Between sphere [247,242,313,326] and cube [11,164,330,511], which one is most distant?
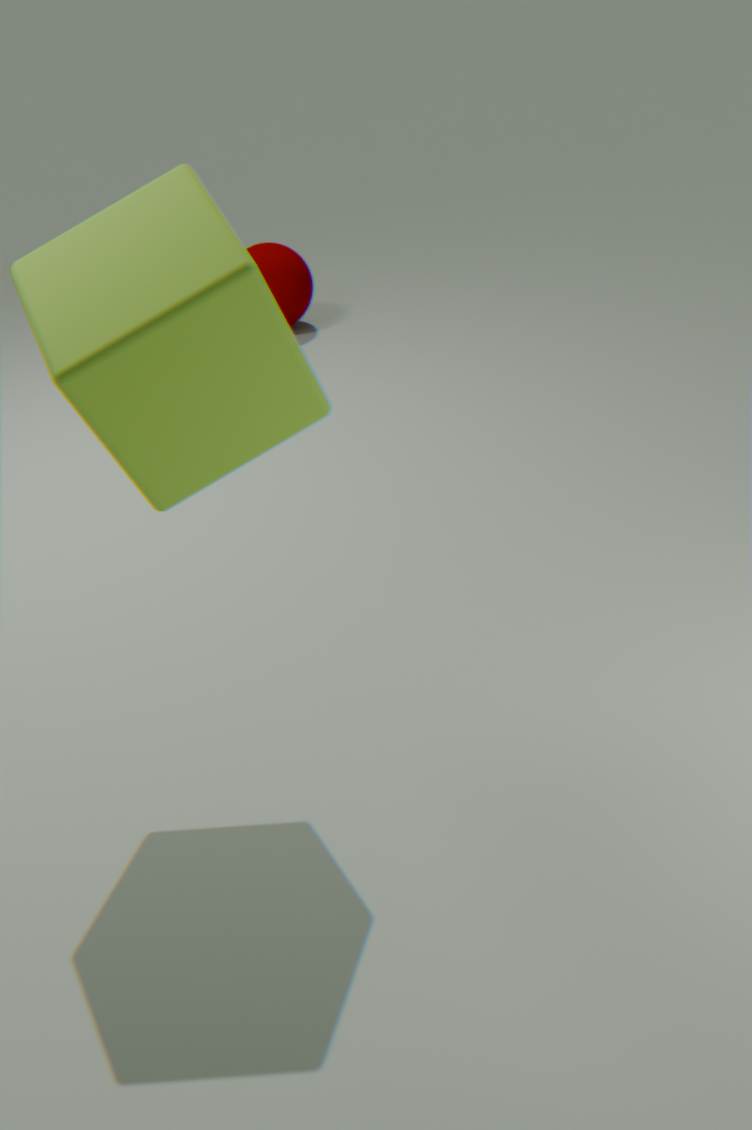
sphere [247,242,313,326]
